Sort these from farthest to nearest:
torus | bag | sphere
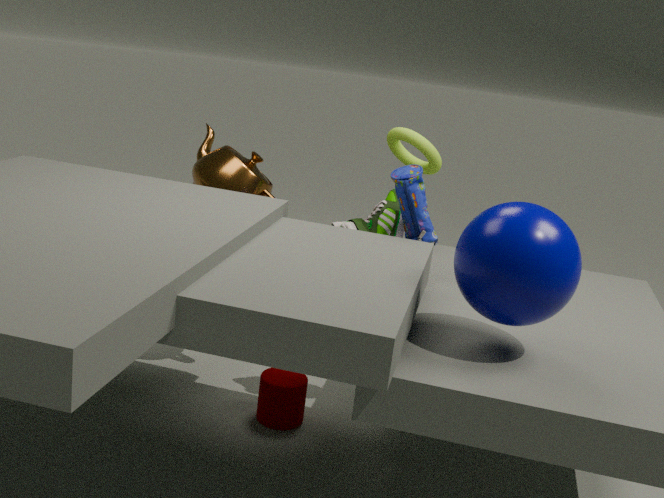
torus
bag
sphere
